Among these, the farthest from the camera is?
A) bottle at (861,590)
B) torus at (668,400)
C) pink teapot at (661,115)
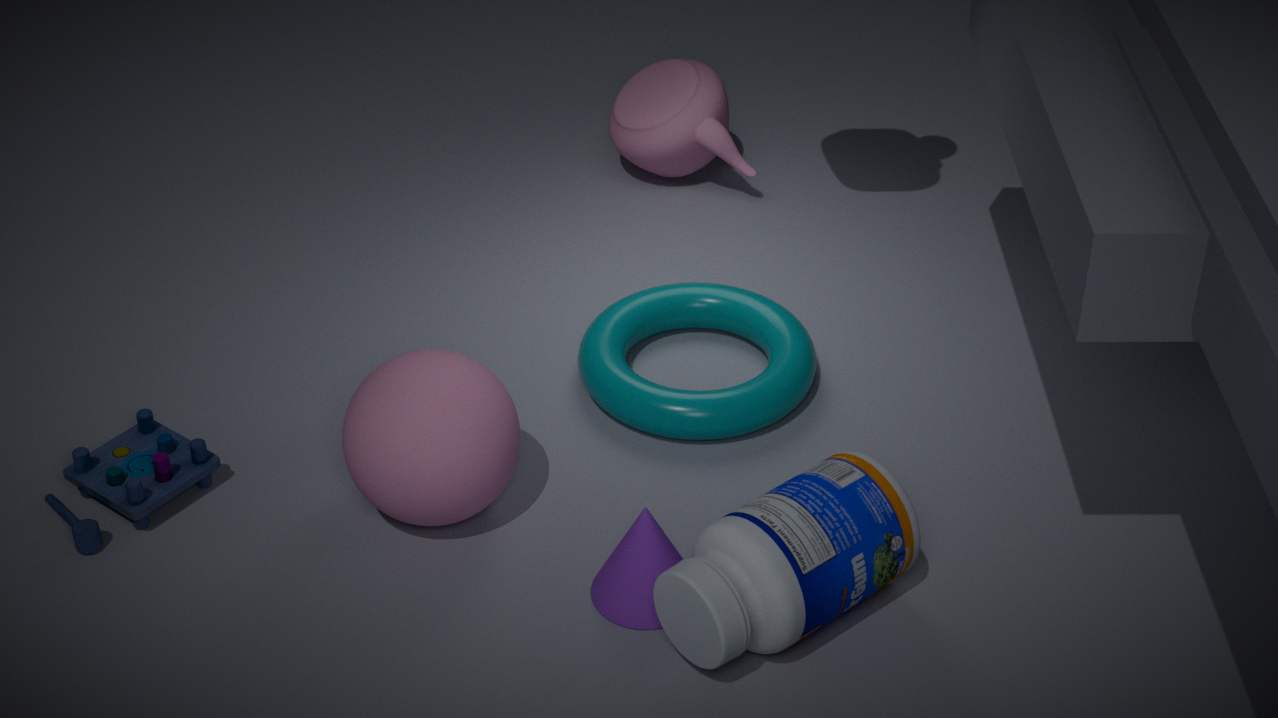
pink teapot at (661,115)
